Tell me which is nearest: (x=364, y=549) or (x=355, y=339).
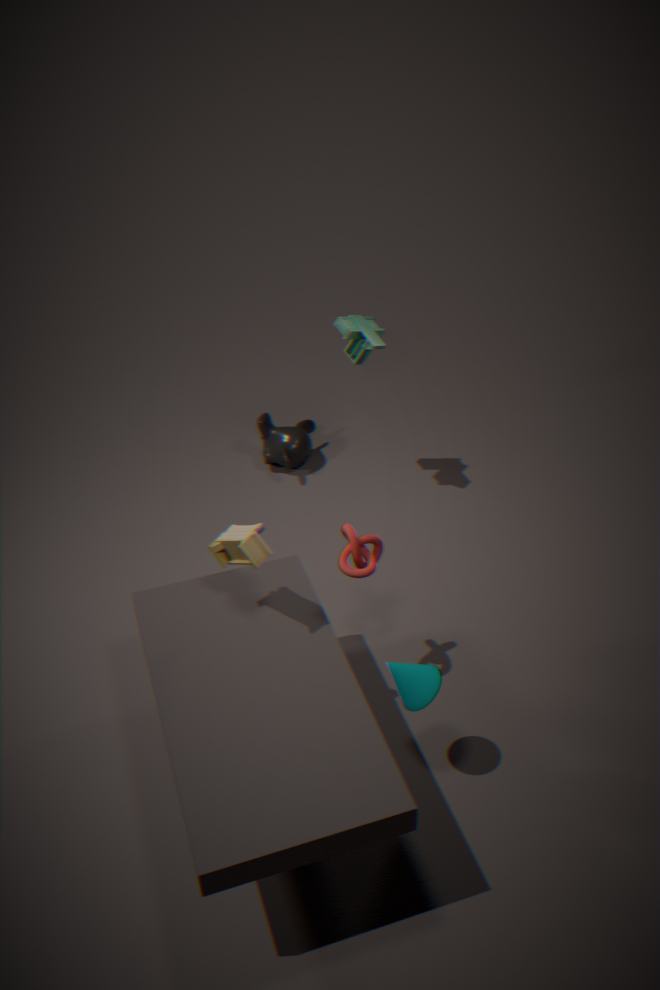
(x=364, y=549)
